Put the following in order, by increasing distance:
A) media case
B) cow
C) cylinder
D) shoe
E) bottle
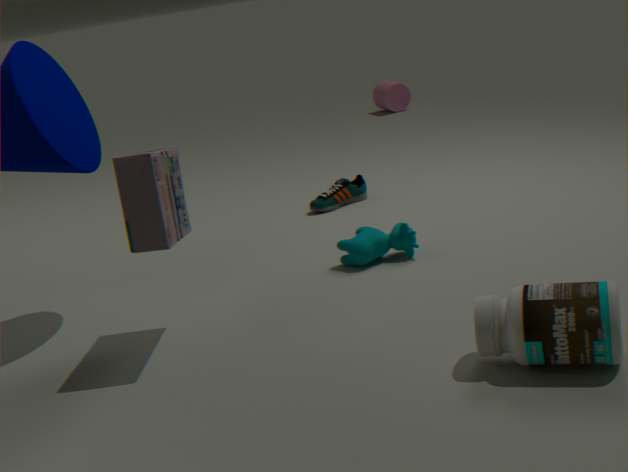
bottle < media case < cow < shoe < cylinder
